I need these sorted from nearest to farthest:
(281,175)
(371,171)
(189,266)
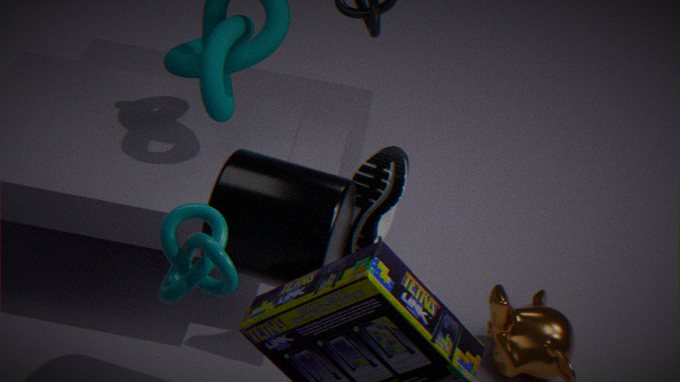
(189,266), (281,175), (371,171)
